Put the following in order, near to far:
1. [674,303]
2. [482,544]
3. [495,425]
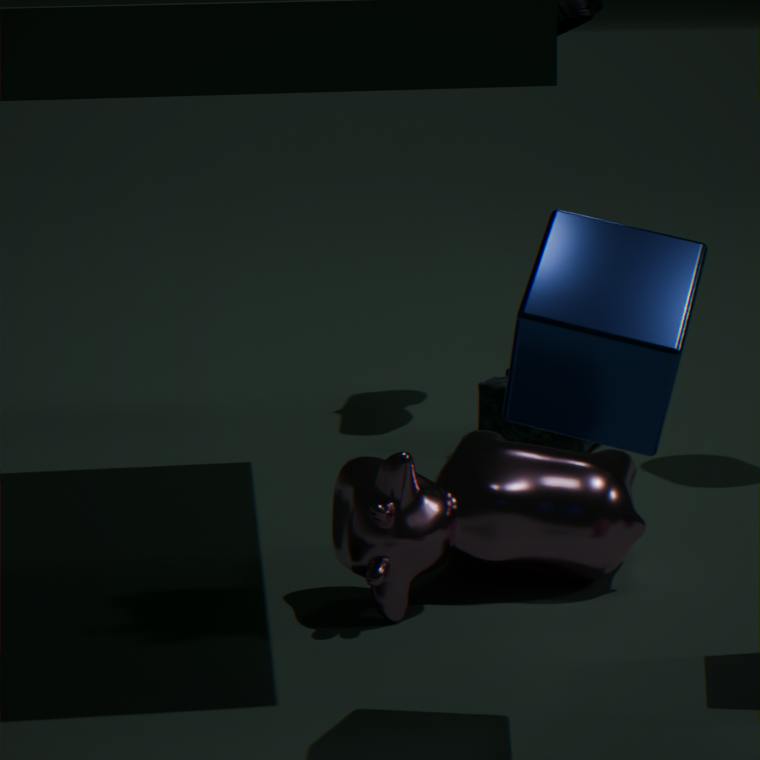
[674,303] < [482,544] < [495,425]
